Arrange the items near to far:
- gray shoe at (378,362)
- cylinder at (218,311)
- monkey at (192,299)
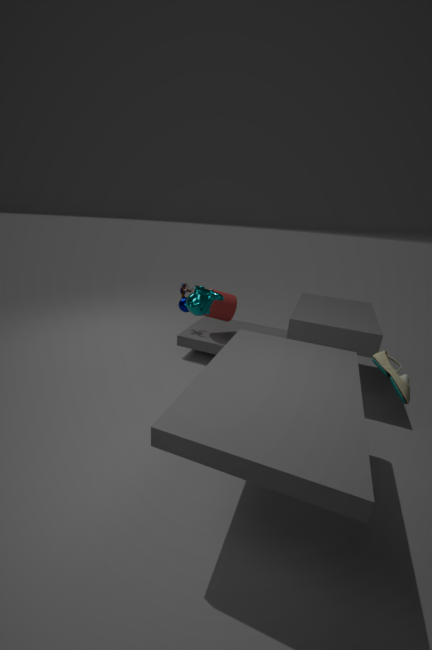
gray shoe at (378,362), monkey at (192,299), cylinder at (218,311)
